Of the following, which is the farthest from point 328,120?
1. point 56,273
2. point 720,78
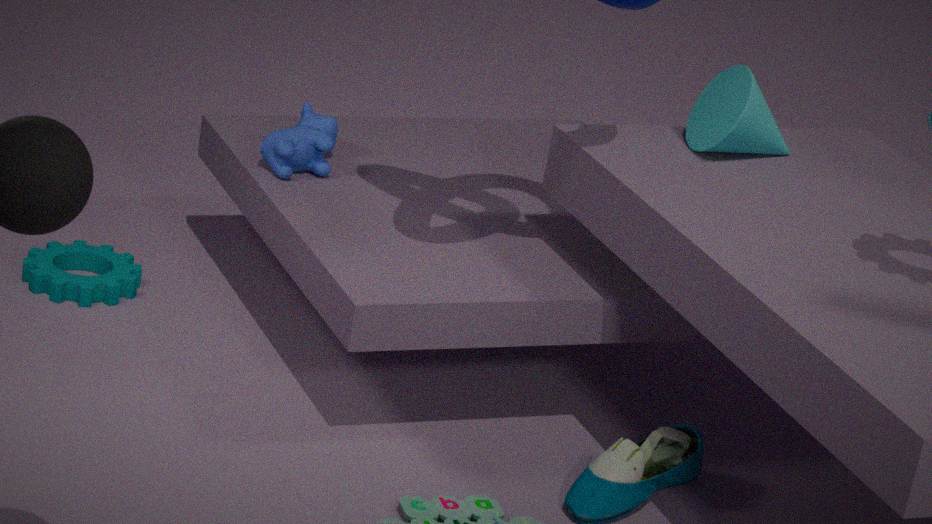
point 720,78
